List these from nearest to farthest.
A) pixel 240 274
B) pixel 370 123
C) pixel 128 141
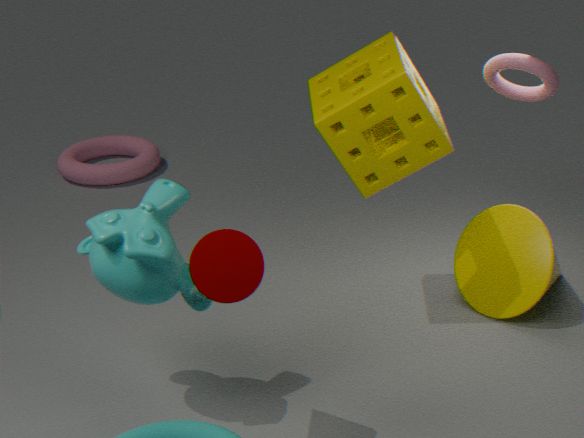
pixel 240 274, pixel 370 123, pixel 128 141
